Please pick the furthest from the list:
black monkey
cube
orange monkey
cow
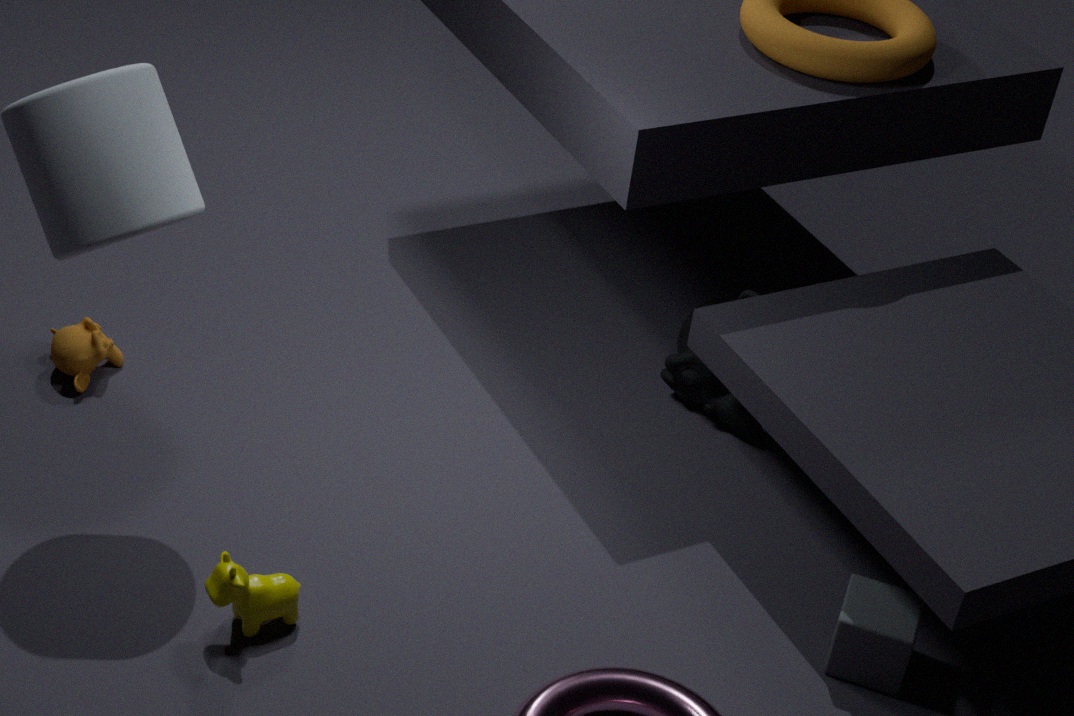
black monkey
